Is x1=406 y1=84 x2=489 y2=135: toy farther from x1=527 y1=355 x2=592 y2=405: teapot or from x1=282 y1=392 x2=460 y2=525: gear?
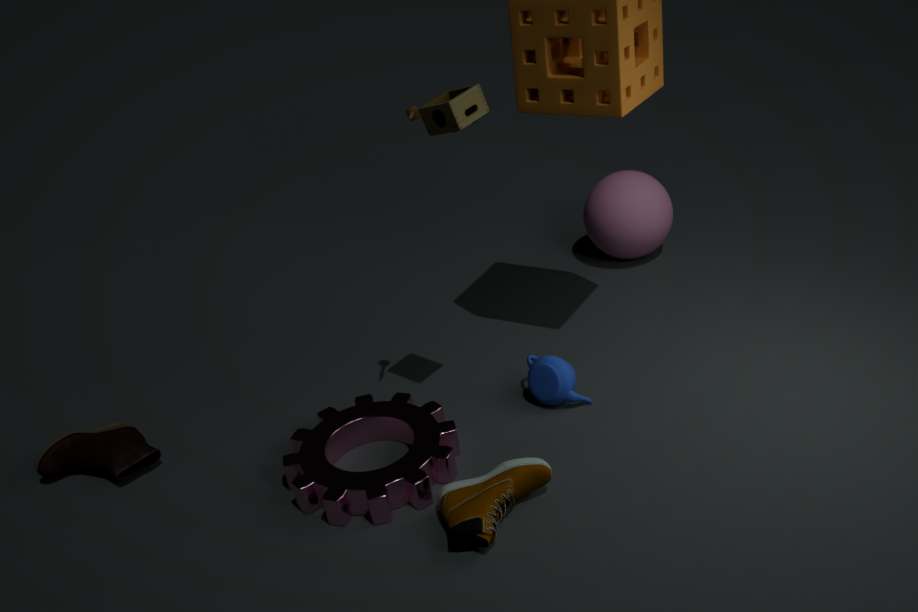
x1=282 y1=392 x2=460 y2=525: gear
